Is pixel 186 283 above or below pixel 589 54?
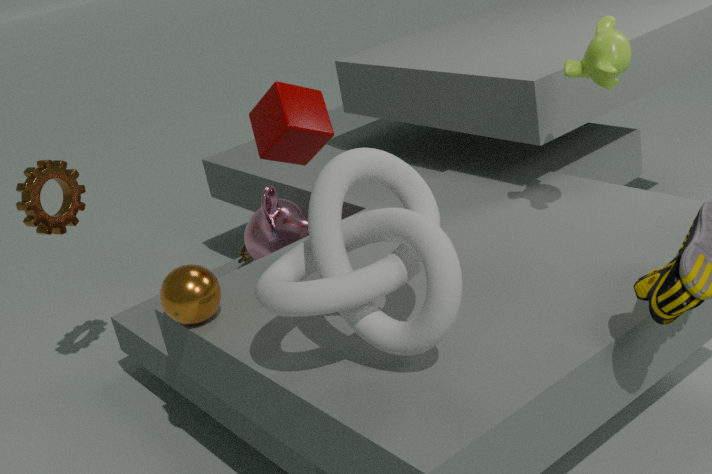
below
